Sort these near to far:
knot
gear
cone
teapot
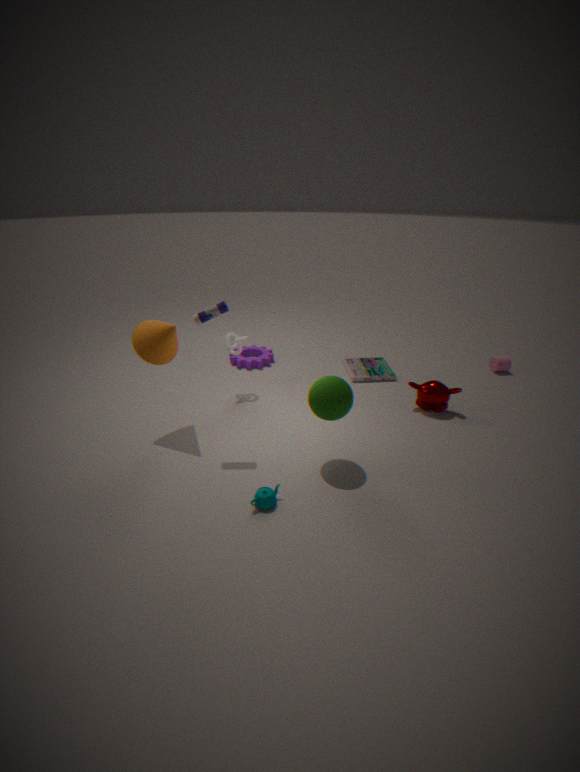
teapot
cone
knot
gear
